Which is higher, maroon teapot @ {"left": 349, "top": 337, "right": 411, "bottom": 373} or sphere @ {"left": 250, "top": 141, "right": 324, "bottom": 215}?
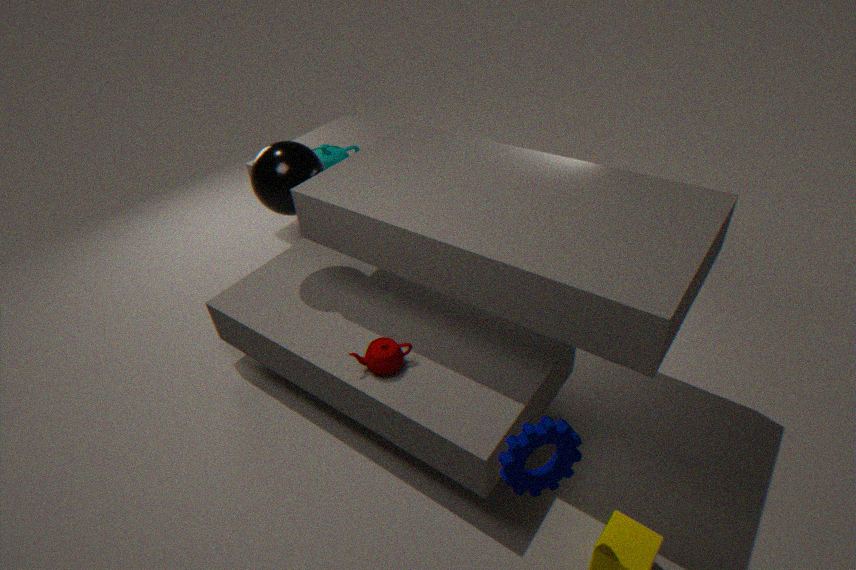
sphere @ {"left": 250, "top": 141, "right": 324, "bottom": 215}
